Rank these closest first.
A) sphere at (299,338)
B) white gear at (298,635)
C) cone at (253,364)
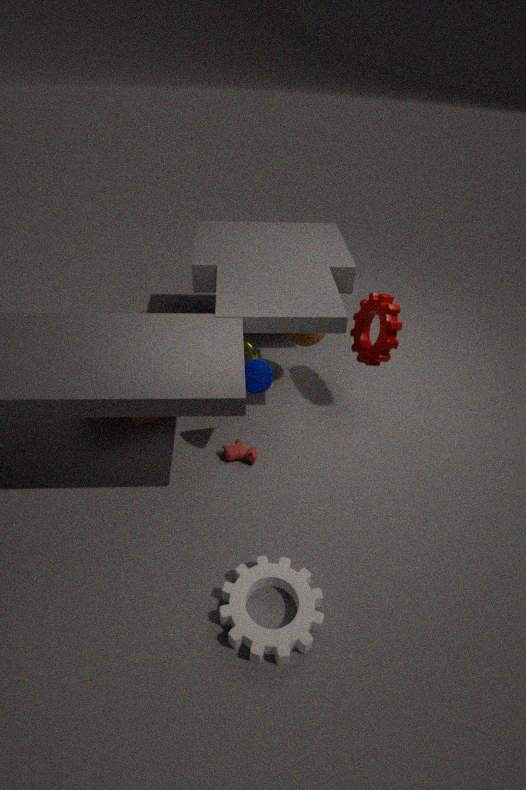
white gear at (298,635) < cone at (253,364) < sphere at (299,338)
